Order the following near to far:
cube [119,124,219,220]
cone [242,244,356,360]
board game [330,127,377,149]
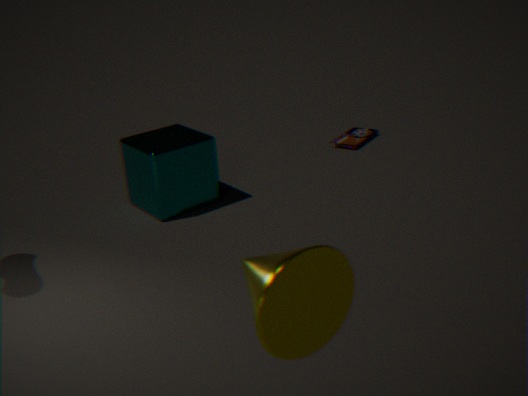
cone [242,244,356,360]
cube [119,124,219,220]
board game [330,127,377,149]
